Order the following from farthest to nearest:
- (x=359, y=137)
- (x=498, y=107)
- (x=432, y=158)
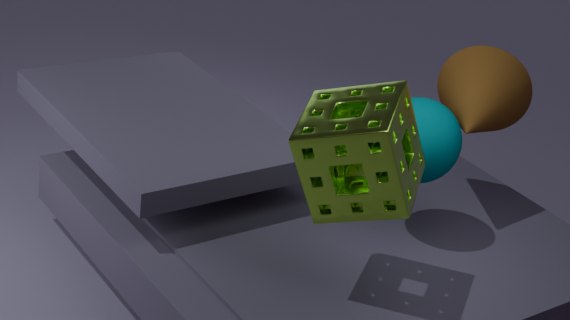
(x=498, y=107)
(x=432, y=158)
(x=359, y=137)
